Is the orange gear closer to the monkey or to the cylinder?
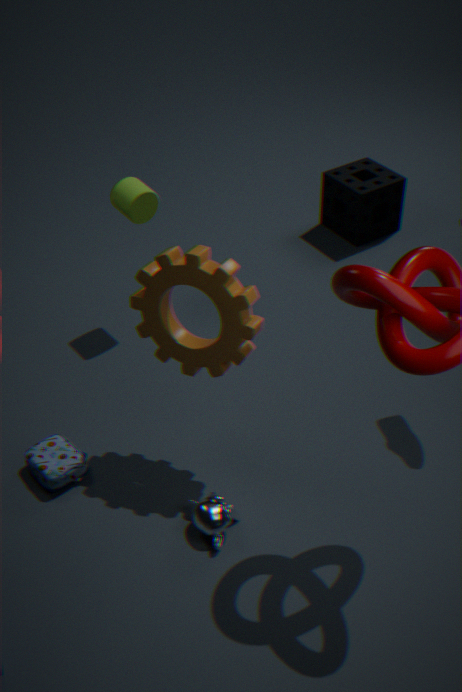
the monkey
